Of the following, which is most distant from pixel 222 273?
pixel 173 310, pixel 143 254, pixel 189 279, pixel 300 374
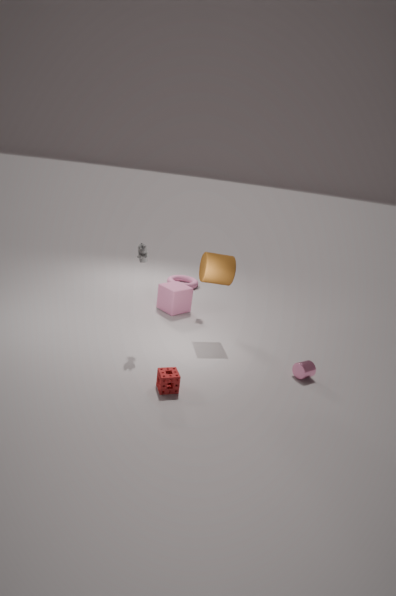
pixel 189 279
